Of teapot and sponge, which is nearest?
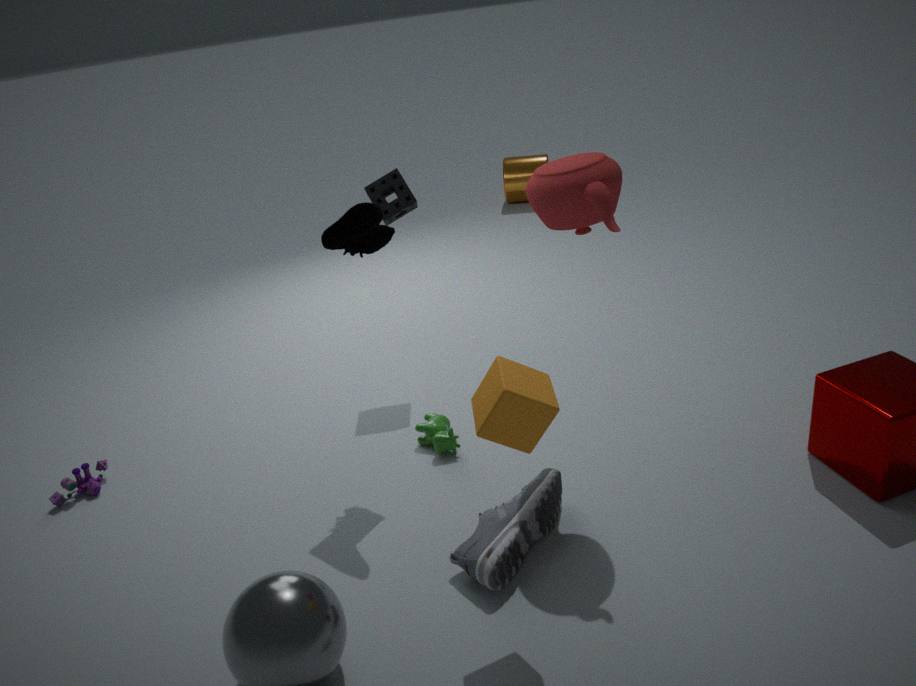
teapot
